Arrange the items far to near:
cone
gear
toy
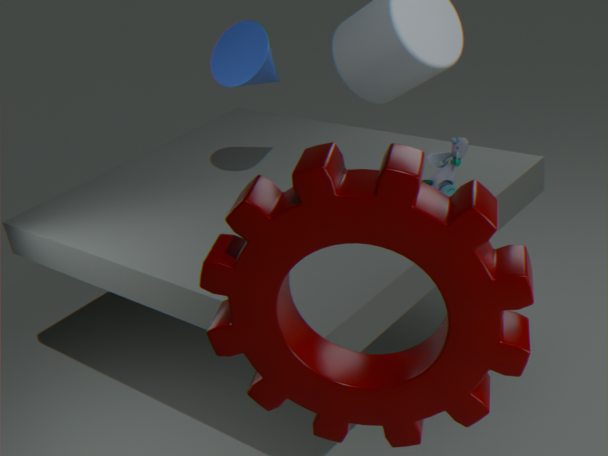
cone, toy, gear
